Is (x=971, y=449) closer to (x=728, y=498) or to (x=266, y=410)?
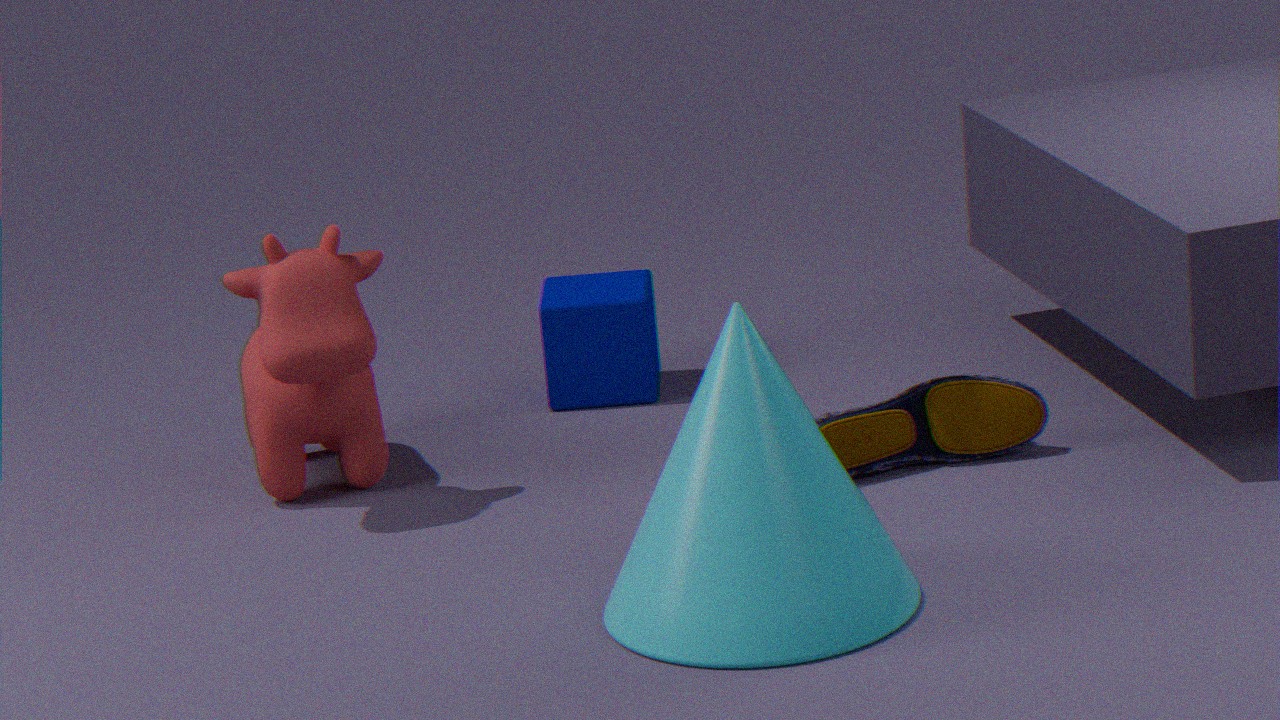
(x=728, y=498)
